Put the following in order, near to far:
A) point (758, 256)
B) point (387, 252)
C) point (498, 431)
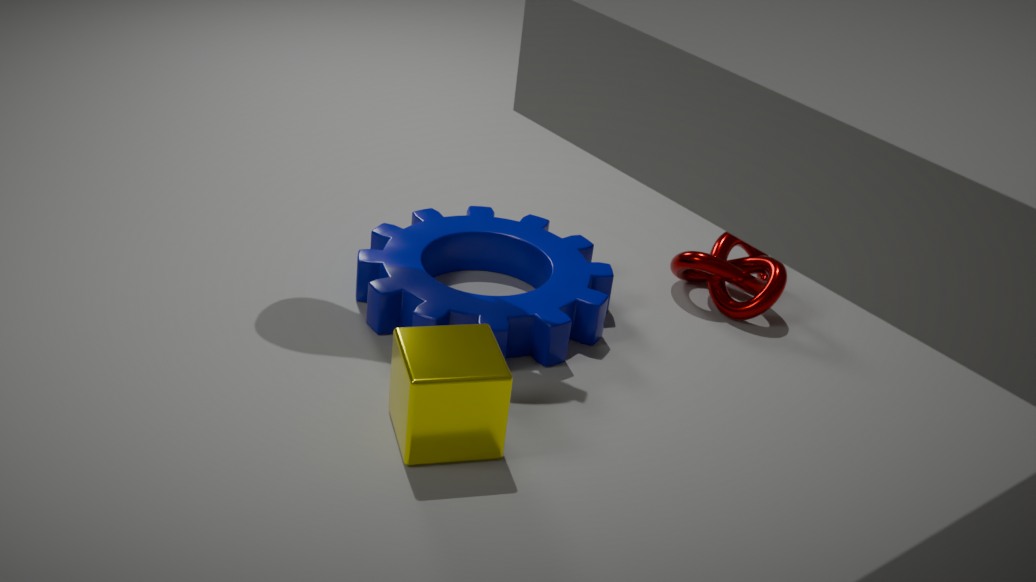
point (498, 431), point (387, 252), point (758, 256)
